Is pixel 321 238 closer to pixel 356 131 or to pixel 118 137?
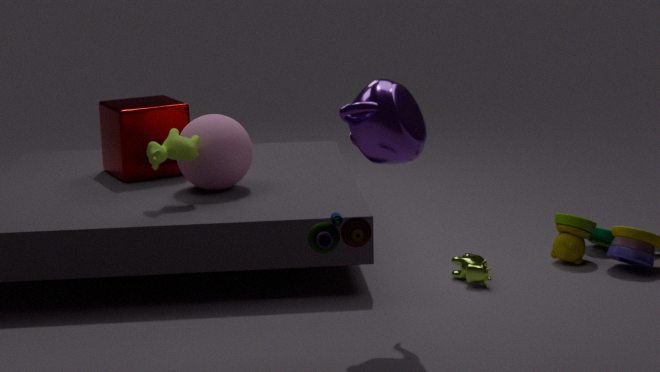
pixel 356 131
